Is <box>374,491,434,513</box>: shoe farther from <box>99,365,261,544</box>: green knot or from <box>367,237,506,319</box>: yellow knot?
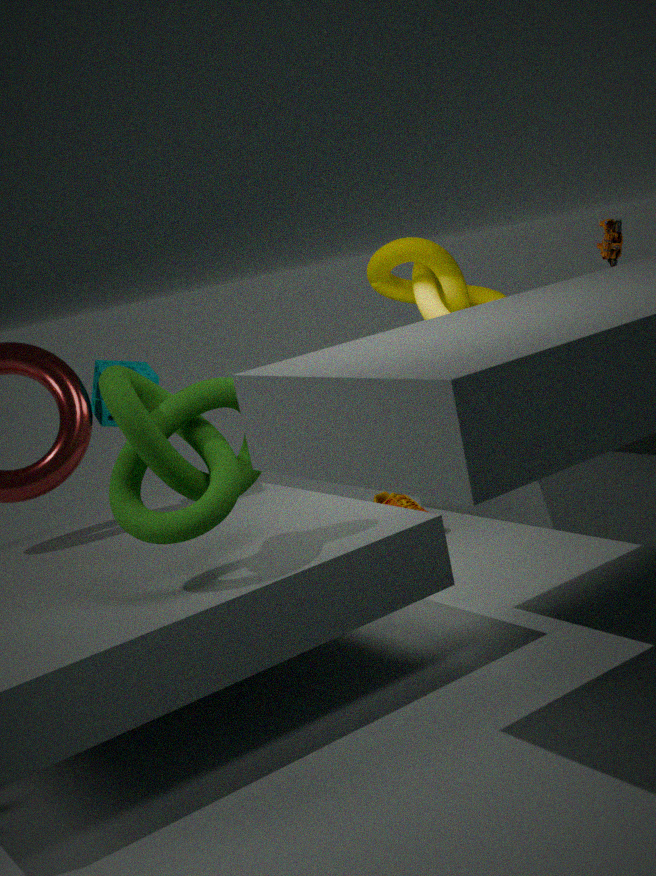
<box>99,365,261,544</box>: green knot
